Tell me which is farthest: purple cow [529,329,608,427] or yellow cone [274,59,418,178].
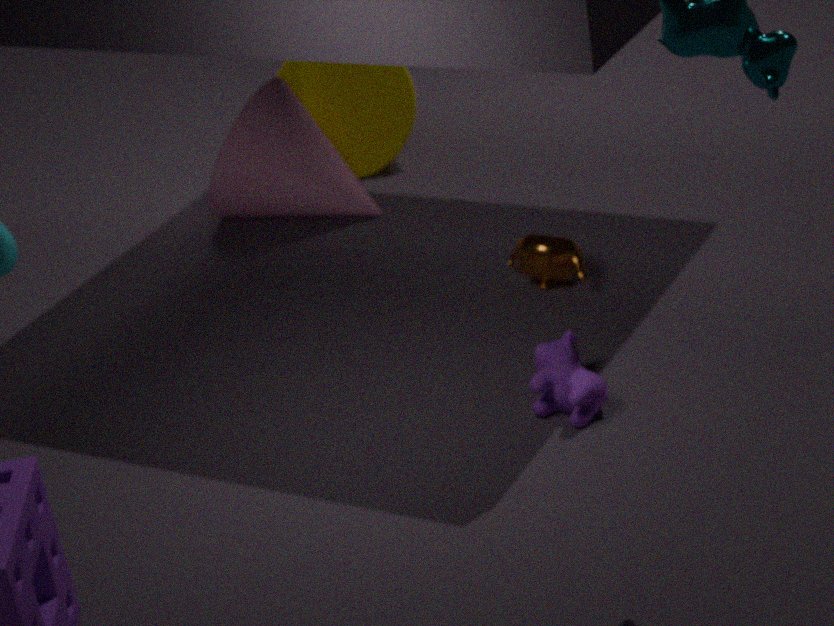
yellow cone [274,59,418,178]
